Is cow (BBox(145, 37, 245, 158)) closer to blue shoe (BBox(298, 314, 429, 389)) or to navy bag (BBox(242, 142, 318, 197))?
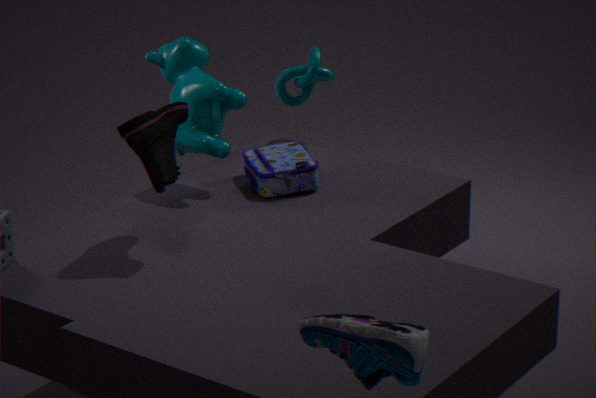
navy bag (BBox(242, 142, 318, 197))
